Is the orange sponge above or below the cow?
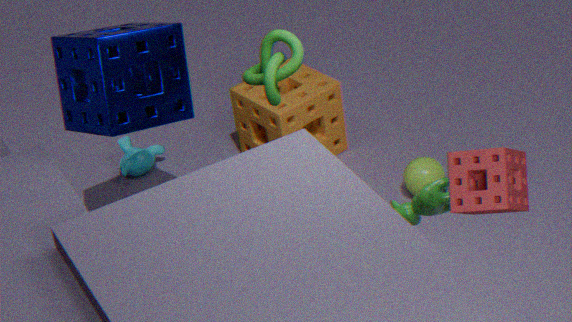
below
